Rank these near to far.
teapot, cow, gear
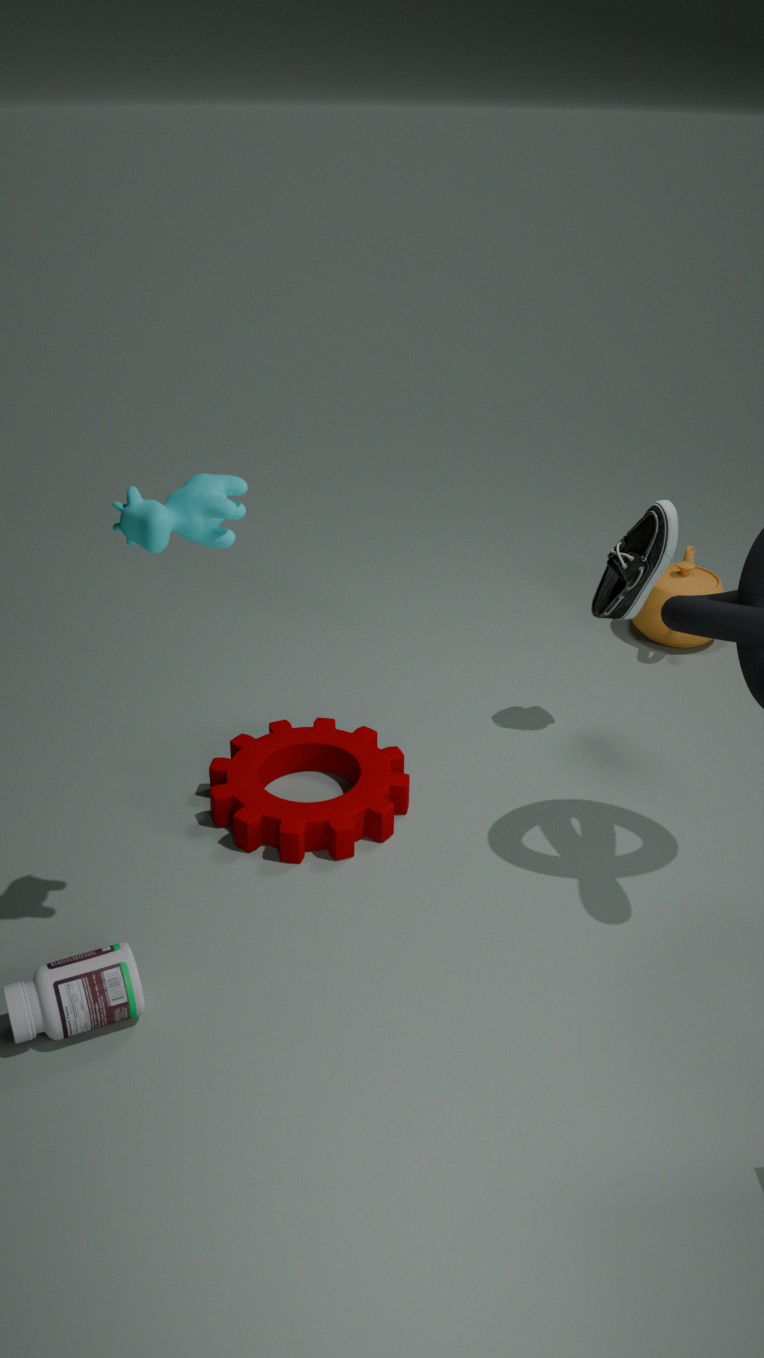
cow, gear, teapot
